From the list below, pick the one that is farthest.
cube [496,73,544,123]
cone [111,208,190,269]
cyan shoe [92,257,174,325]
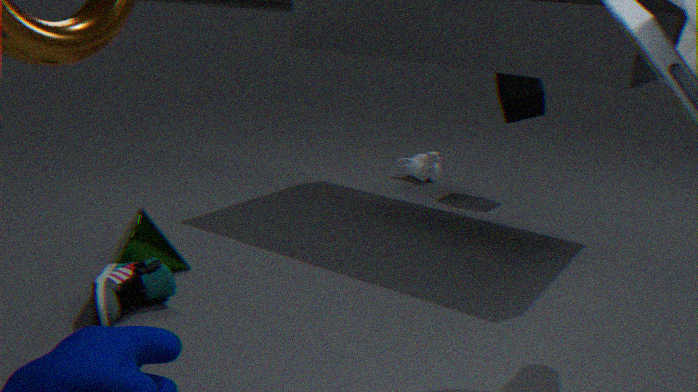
cube [496,73,544,123]
